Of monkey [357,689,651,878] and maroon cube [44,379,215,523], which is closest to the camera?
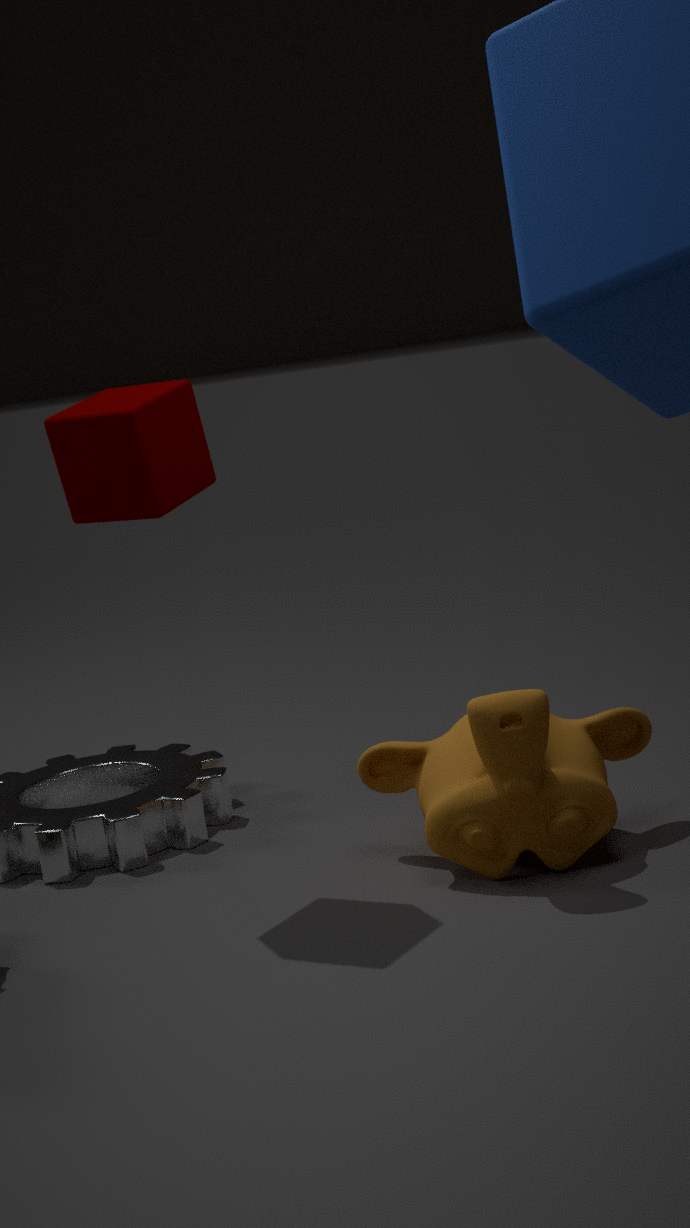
monkey [357,689,651,878]
